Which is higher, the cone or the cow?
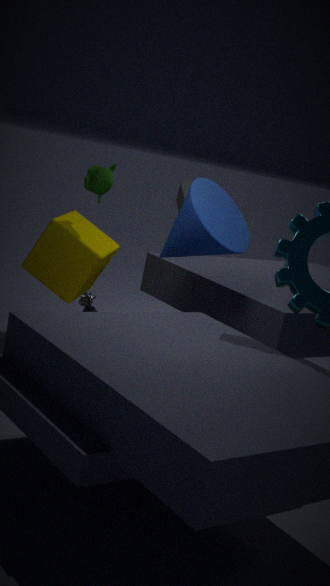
the cone
